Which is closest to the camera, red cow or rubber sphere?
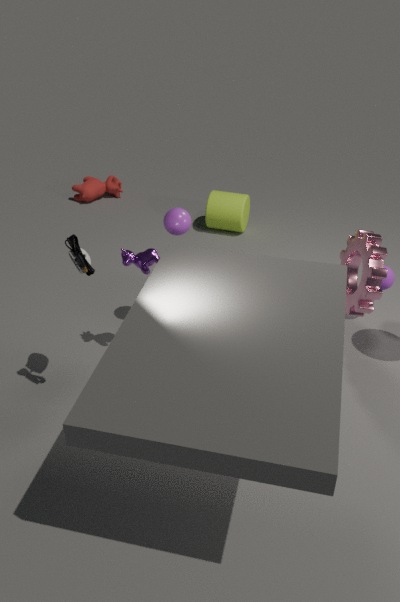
rubber sphere
